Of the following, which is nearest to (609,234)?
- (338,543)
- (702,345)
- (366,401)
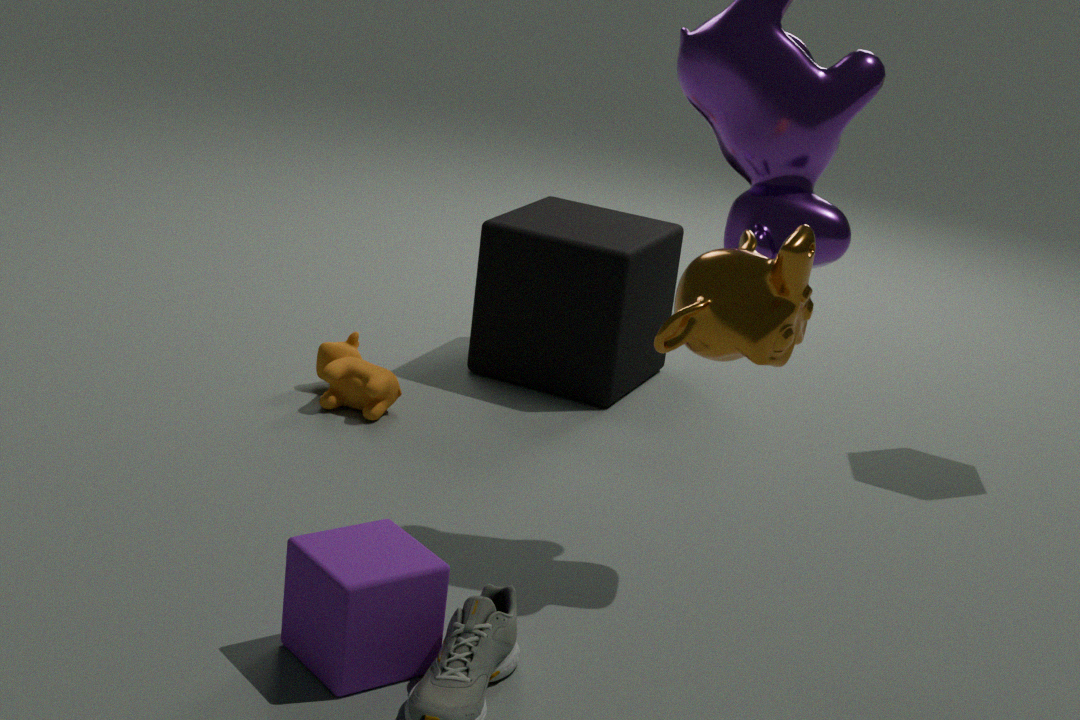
(366,401)
